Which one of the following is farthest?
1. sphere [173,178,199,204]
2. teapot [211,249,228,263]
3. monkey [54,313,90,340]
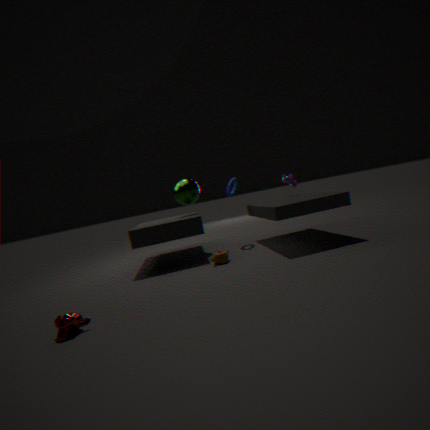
sphere [173,178,199,204]
